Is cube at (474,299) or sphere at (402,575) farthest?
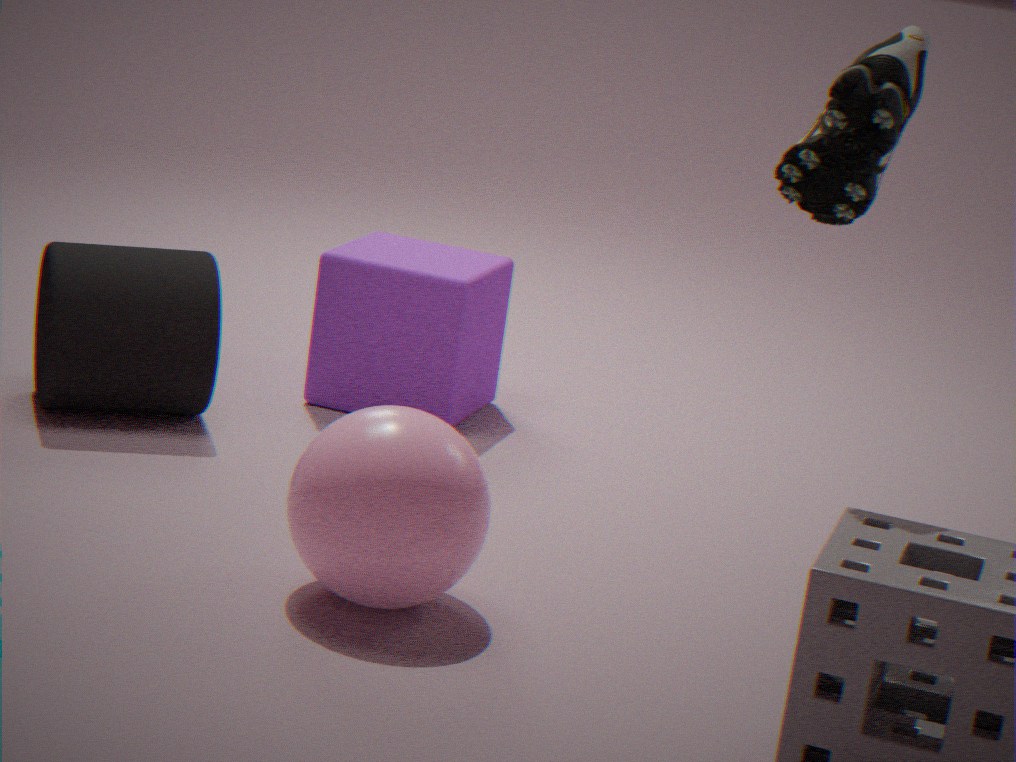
cube at (474,299)
